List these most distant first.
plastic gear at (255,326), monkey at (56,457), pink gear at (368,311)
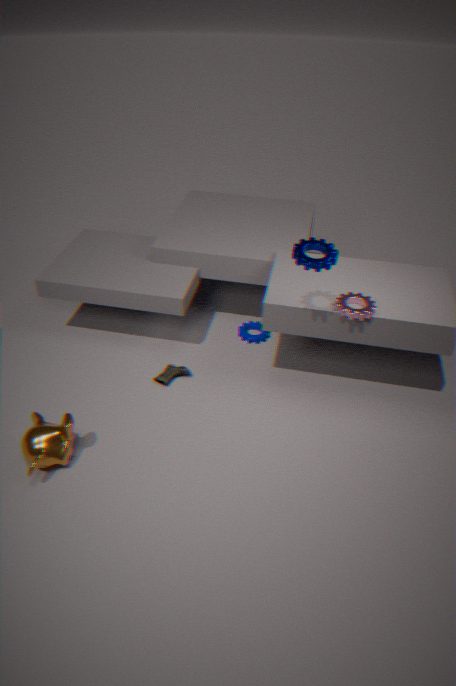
plastic gear at (255,326)
pink gear at (368,311)
monkey at (56,457)
